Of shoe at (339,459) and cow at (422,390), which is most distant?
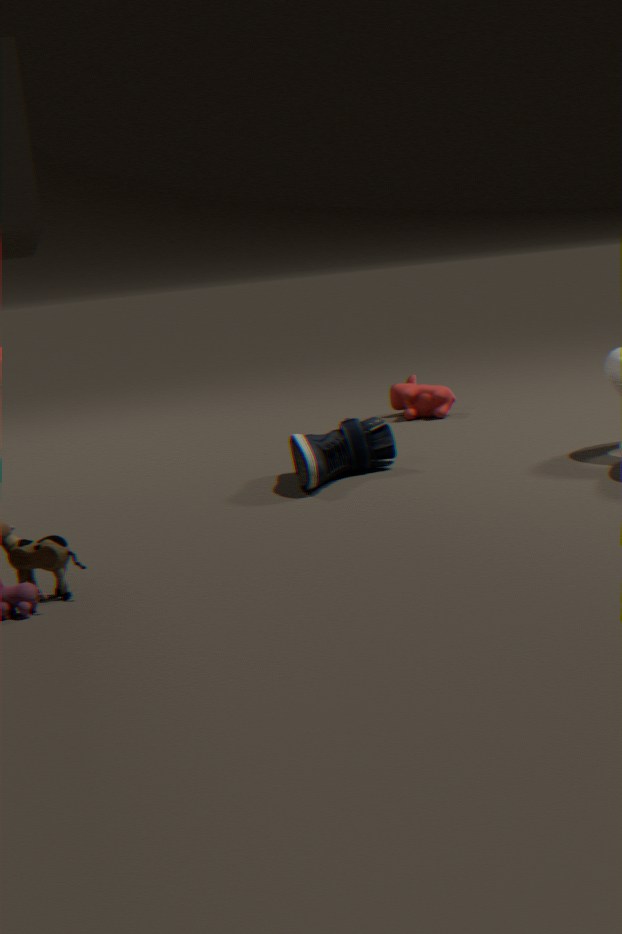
cow at (422,390)
